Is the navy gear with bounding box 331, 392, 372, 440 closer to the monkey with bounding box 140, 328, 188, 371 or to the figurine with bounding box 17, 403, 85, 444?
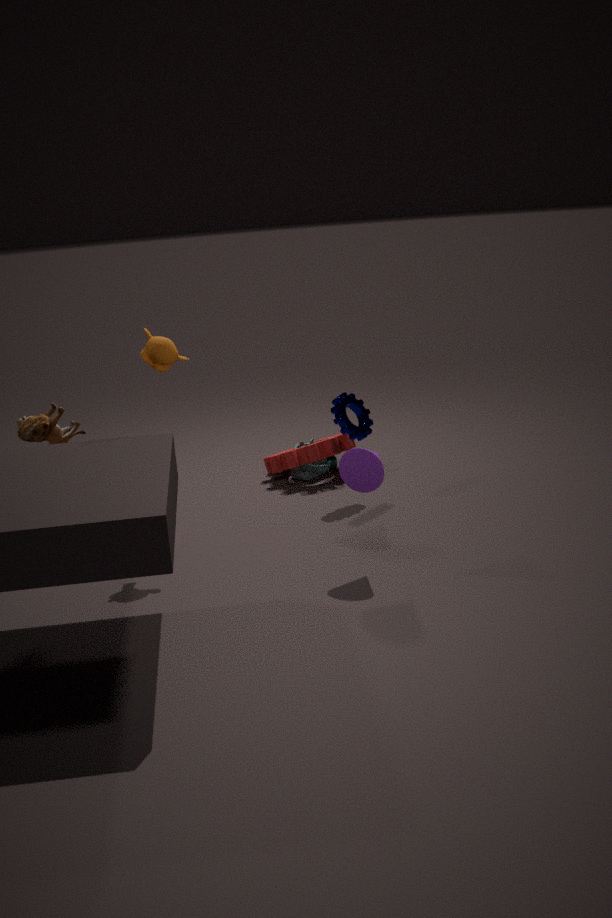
the monkey with bounding box 140, 328, 188, 371
